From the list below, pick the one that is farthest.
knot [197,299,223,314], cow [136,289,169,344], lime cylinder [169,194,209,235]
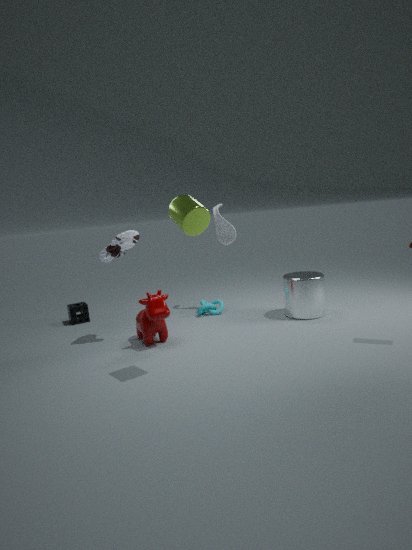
knot [197,299,223,314]
